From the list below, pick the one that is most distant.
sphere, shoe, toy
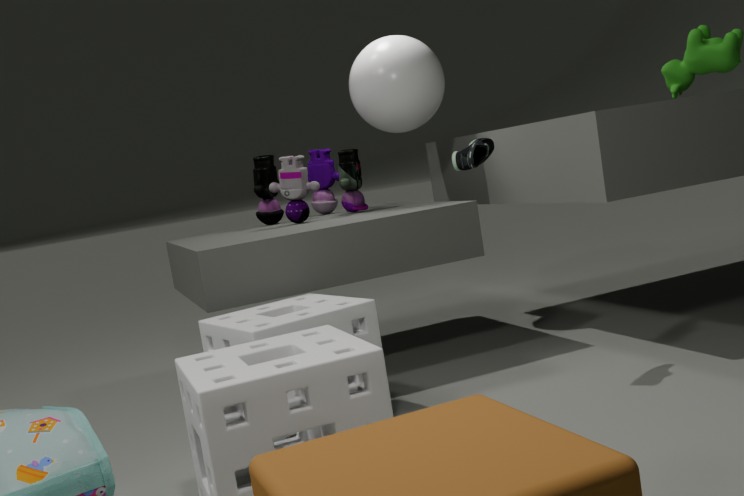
toy
